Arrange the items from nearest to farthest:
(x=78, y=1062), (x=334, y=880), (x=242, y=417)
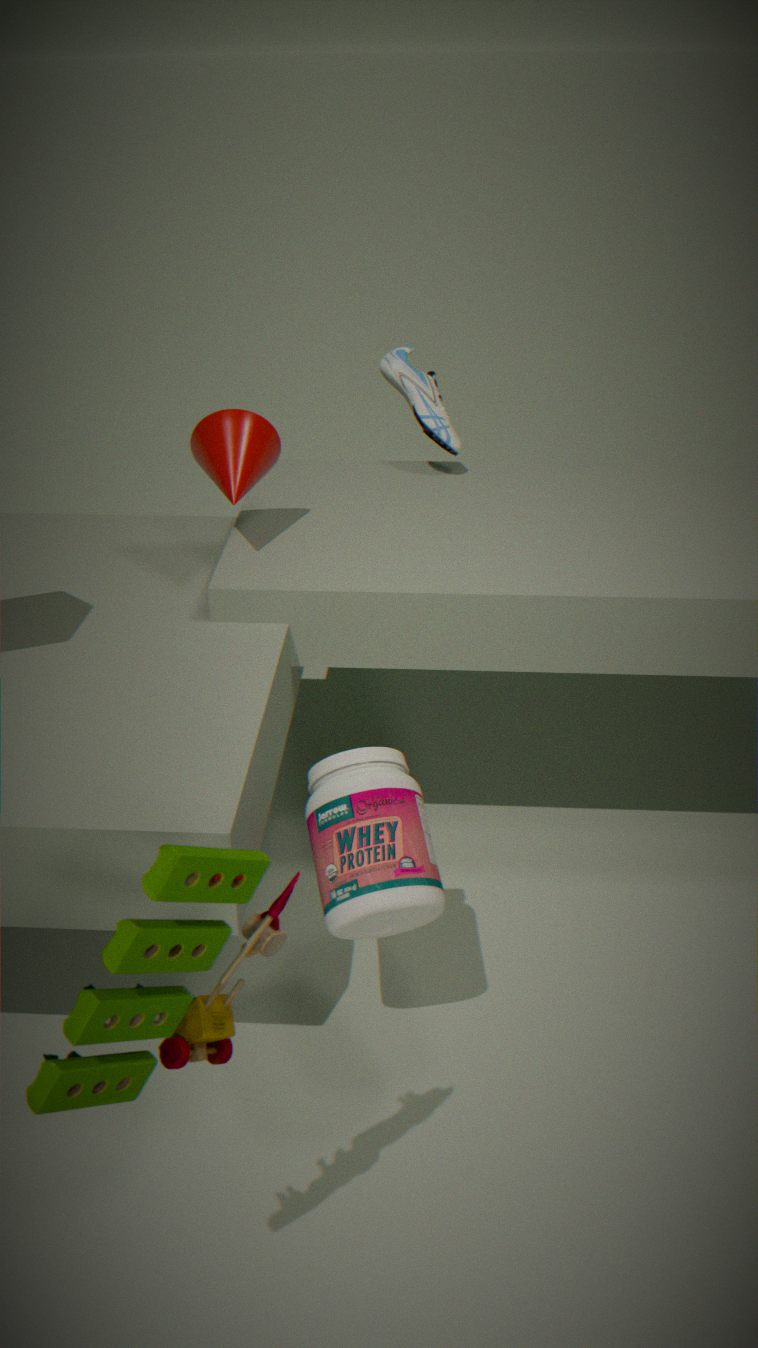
(x=78, y=1062) → (x=334, y=880) → (x=242, y=417)
